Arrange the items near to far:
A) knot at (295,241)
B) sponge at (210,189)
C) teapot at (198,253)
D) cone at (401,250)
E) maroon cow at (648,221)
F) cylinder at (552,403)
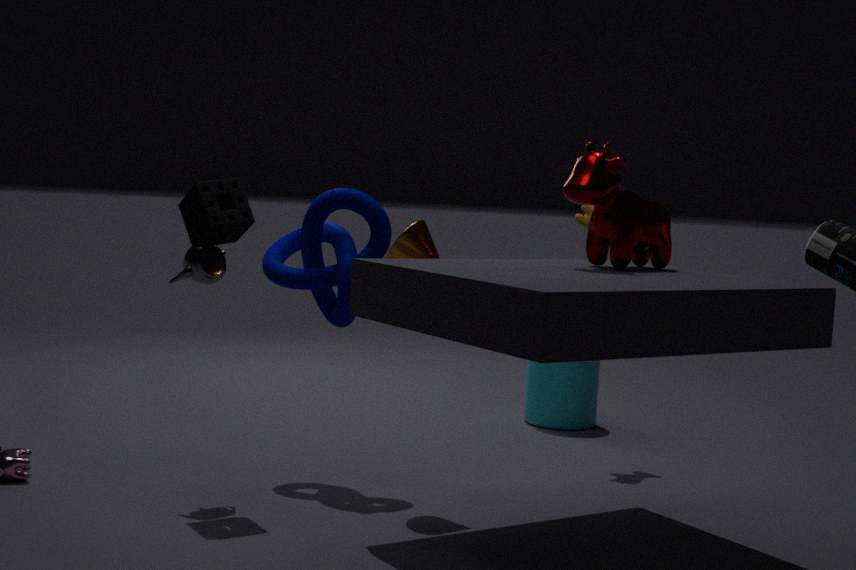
1. maroon cow at (648,221)
2. sponge at (210,189)
3. teapot at (198,253)
4. cone at (401,250)
5. knot at (295,241)
6. cylinder at (552,403)
